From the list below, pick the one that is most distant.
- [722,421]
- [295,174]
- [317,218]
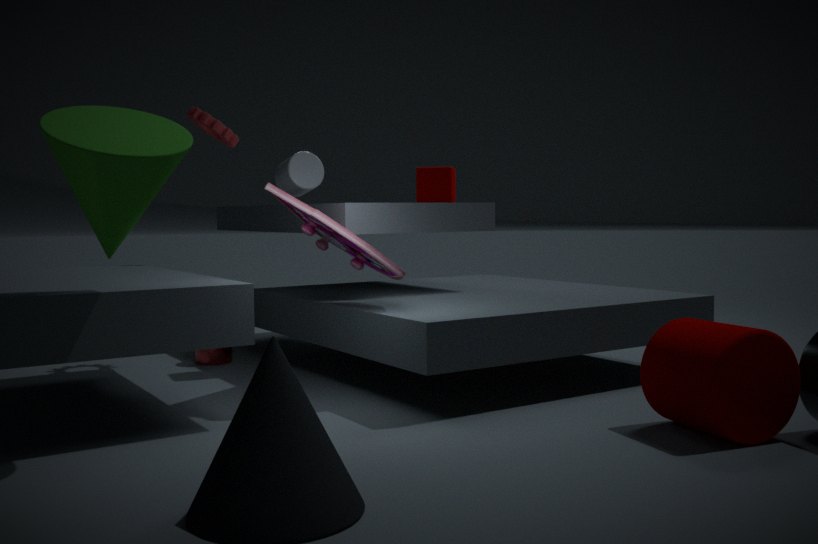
[295,174]
